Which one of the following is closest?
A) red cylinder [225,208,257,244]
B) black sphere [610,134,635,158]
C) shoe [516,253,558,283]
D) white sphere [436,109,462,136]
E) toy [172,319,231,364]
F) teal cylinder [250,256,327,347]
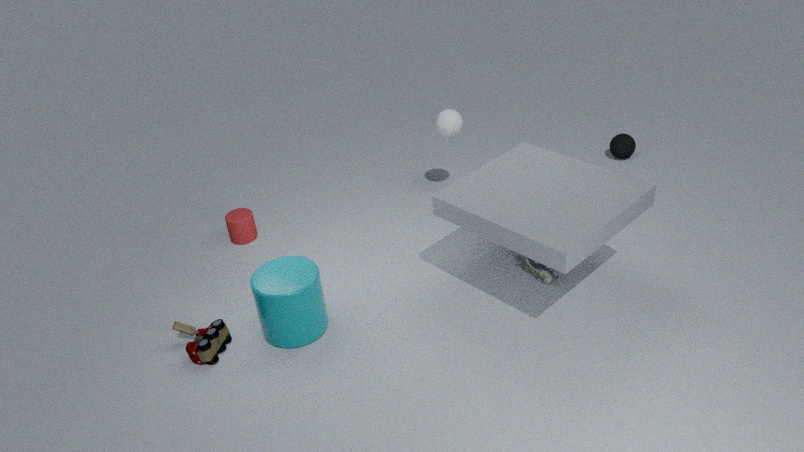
F. teal cylinder [250,256,327,347]
